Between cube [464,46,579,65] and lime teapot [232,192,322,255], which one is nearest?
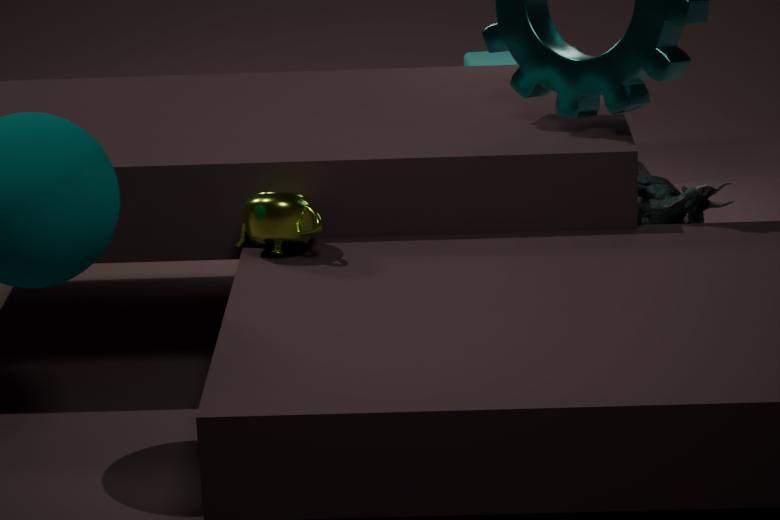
lime teapot [232,192,322,255]
